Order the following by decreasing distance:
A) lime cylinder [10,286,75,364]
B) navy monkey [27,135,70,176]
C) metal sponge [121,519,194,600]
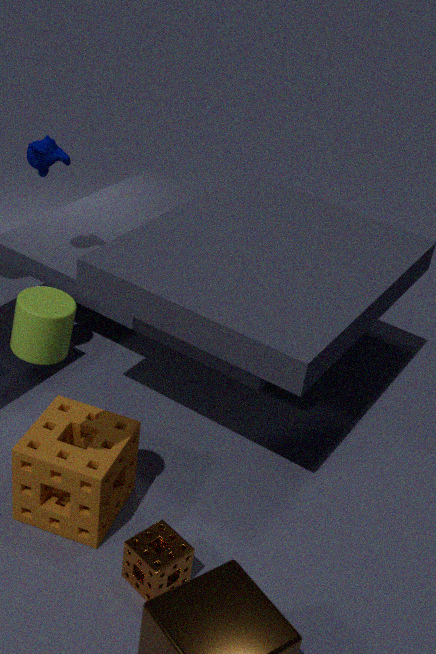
1. navy monkey [27,135,70,176]
2. metal sponge [121,519,194,600]
3. lime cylinder [10,286,75,364]
